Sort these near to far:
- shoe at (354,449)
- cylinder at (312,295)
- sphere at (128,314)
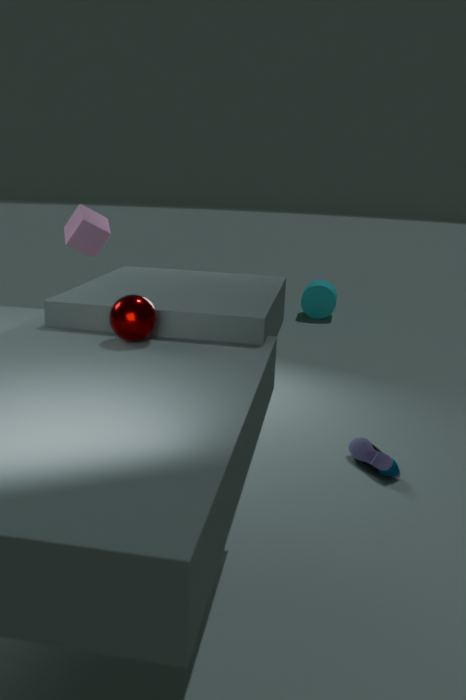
1. sphere at (128,314)
2. shoe at (354,449)
3. cylinder at (312,295)
